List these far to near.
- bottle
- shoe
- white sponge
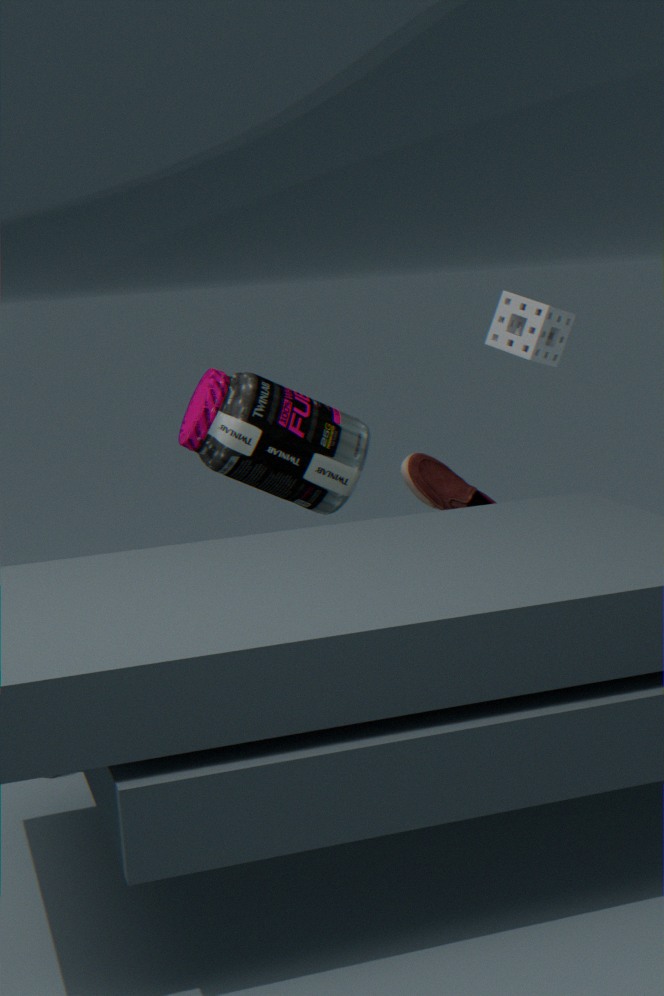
white sponge < bottle < shoe
